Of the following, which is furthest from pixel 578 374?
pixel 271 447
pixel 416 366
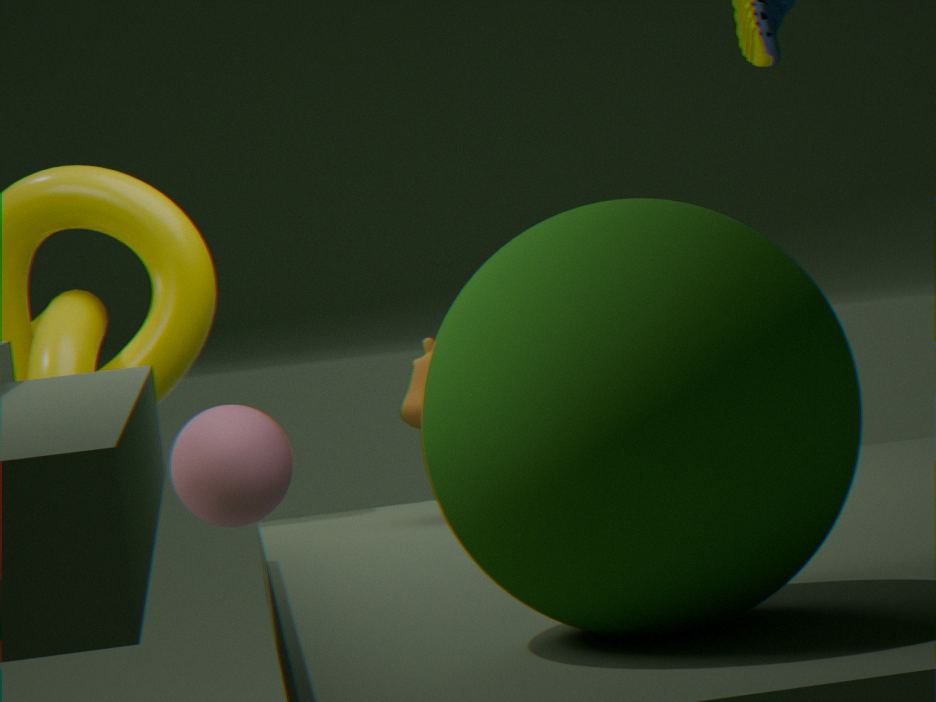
pixel 271 447
